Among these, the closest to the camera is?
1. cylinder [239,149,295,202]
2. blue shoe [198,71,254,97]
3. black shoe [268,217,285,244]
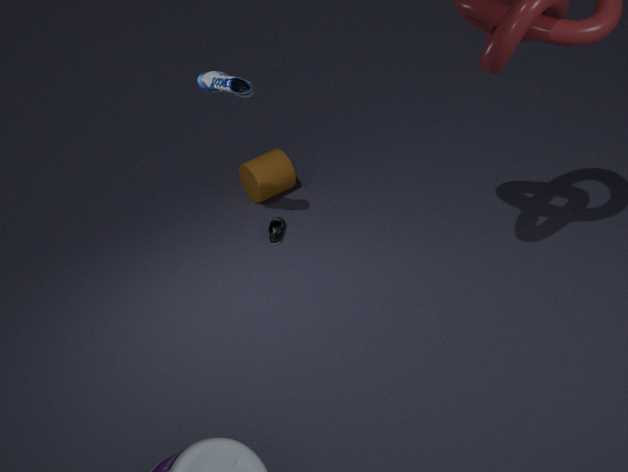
blue shoe [198,71,254,97]
